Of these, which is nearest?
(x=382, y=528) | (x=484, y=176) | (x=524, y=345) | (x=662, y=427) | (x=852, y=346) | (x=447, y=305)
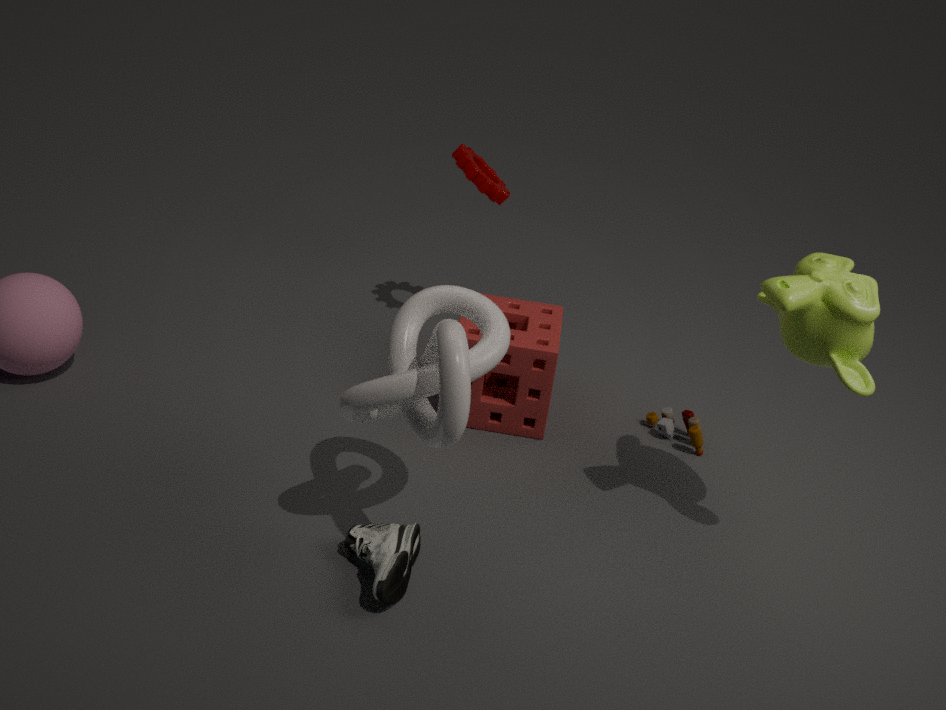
(x=852, y=346)
